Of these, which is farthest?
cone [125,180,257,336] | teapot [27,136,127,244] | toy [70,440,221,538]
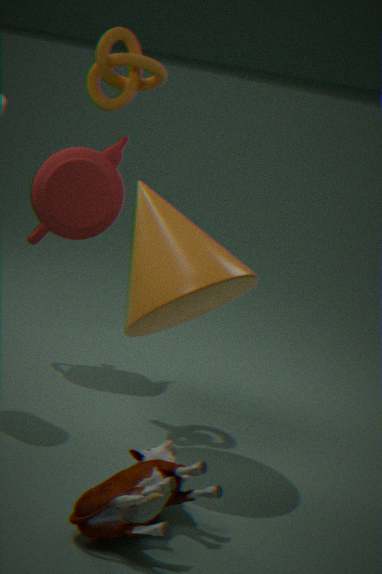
teapot [27,136,127,244]
